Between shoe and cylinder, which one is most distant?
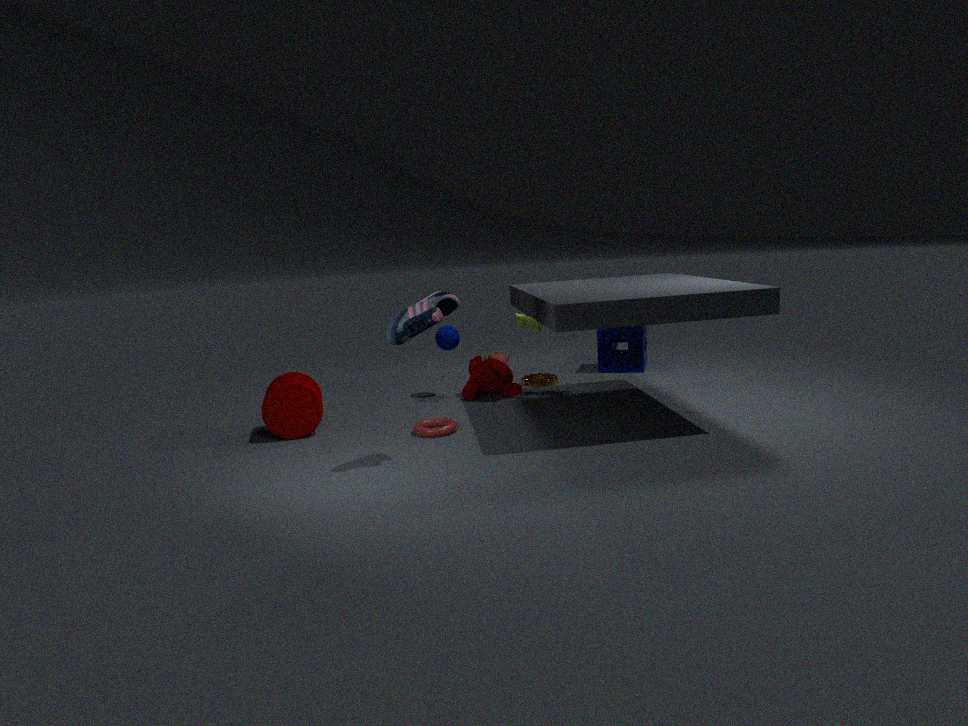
cylinder
